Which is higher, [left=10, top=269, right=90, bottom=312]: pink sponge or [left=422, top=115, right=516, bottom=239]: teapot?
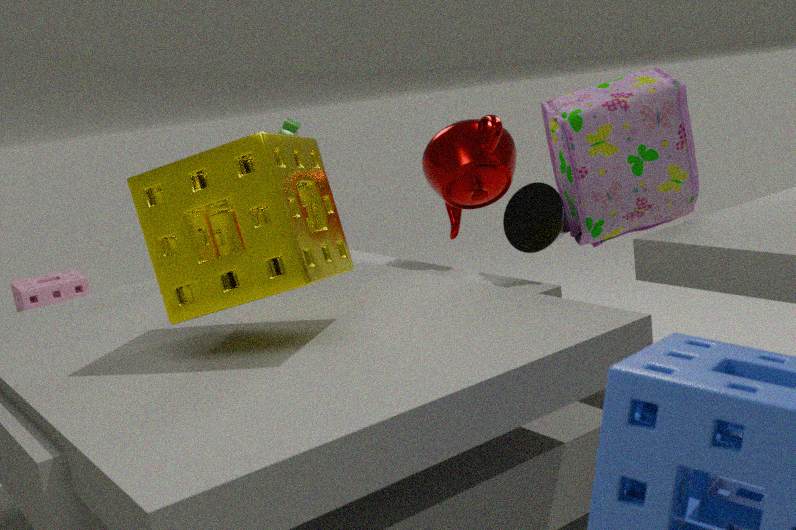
[left=422, top=115, right=516, bottom=239]: teapot
